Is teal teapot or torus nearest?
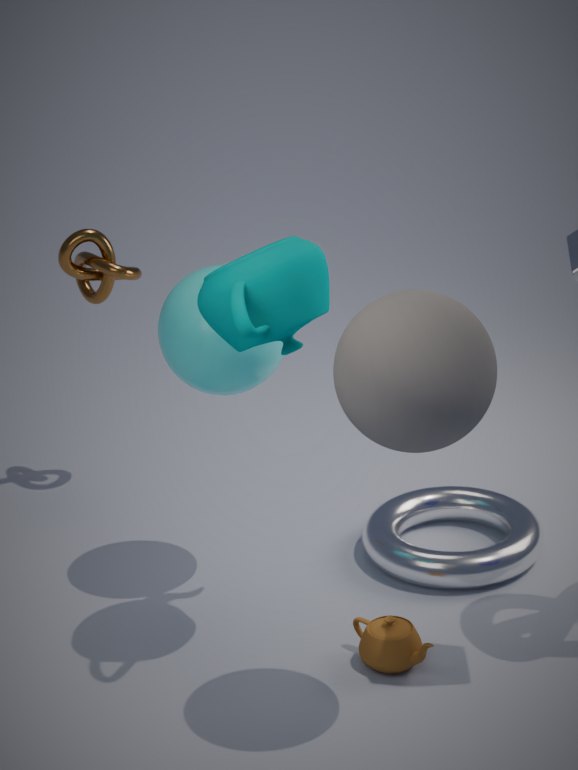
teal teapot
